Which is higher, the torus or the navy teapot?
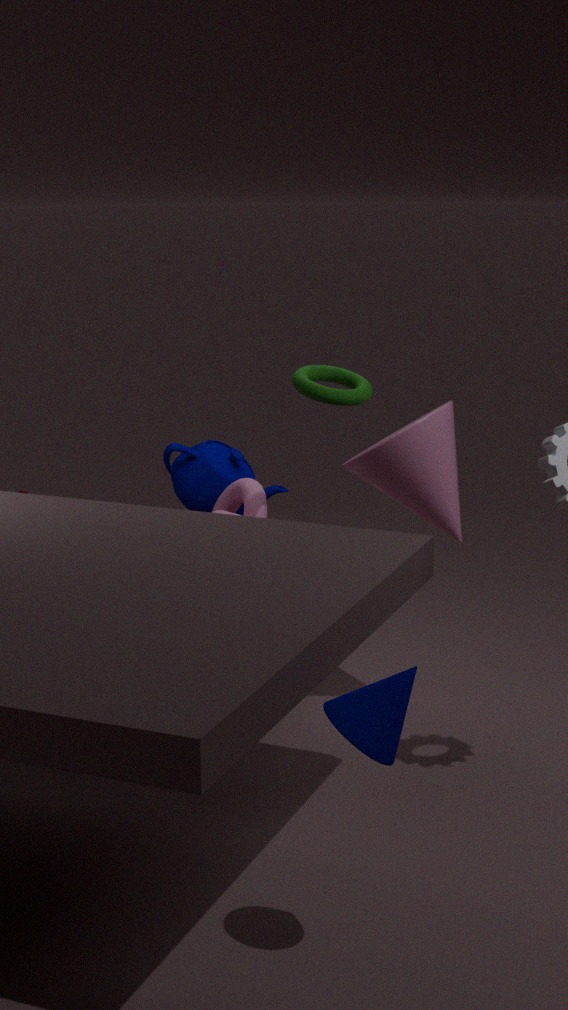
the torus
